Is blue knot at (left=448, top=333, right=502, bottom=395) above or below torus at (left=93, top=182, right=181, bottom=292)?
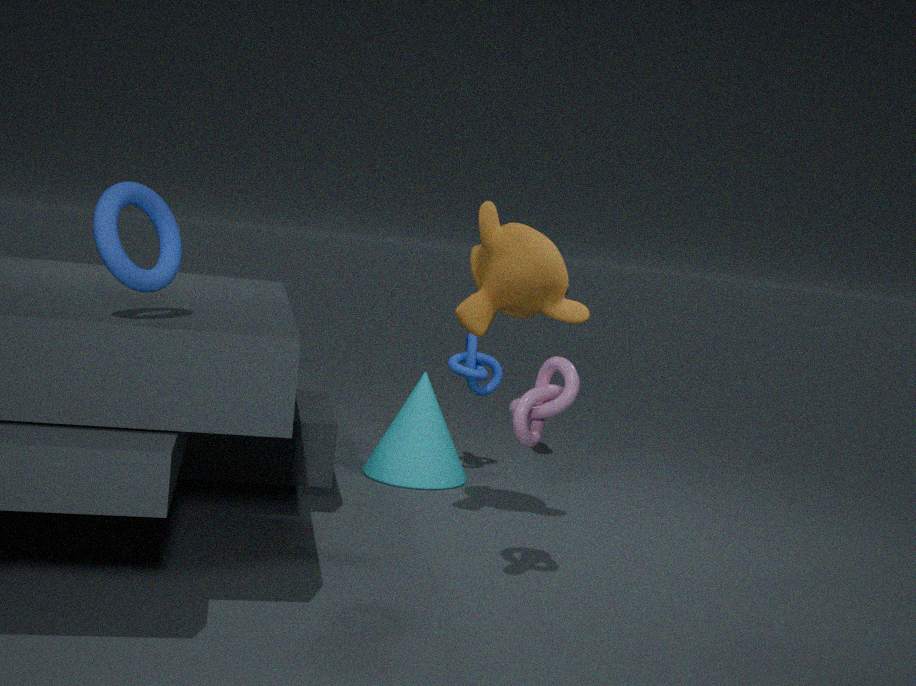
below
